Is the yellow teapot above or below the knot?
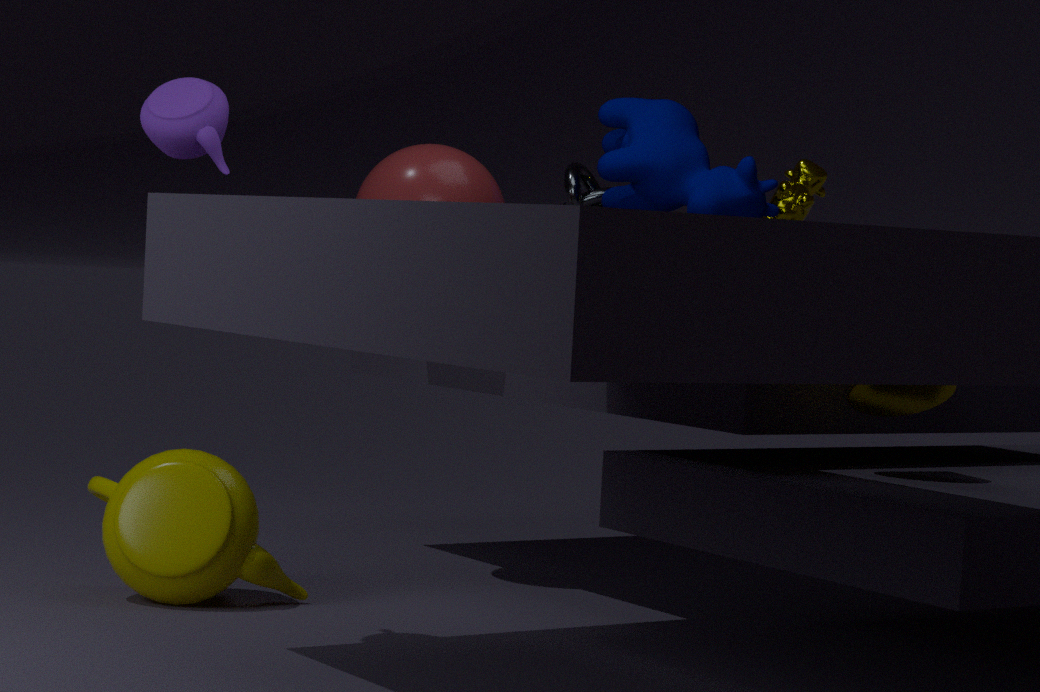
below
